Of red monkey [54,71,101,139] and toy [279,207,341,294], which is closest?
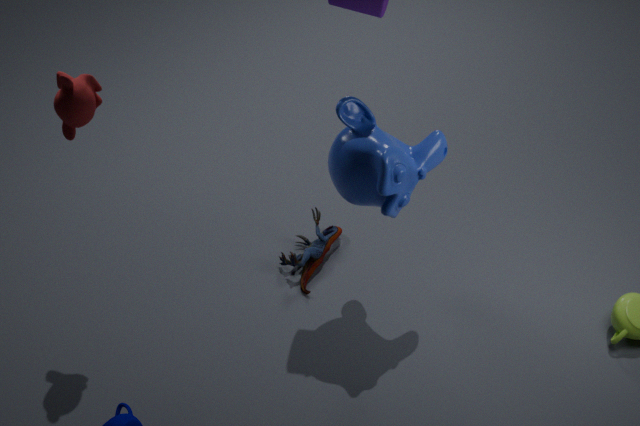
red monkey [54,71,101,139]
